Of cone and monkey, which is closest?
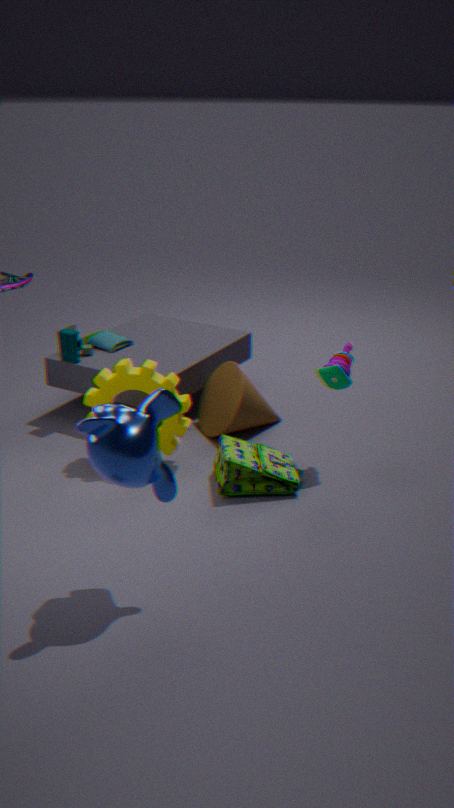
monkey
